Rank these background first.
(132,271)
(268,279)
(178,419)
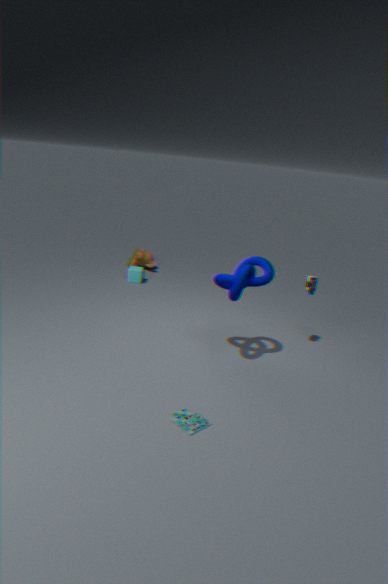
(132,271) → (268,279) → (178,419)
